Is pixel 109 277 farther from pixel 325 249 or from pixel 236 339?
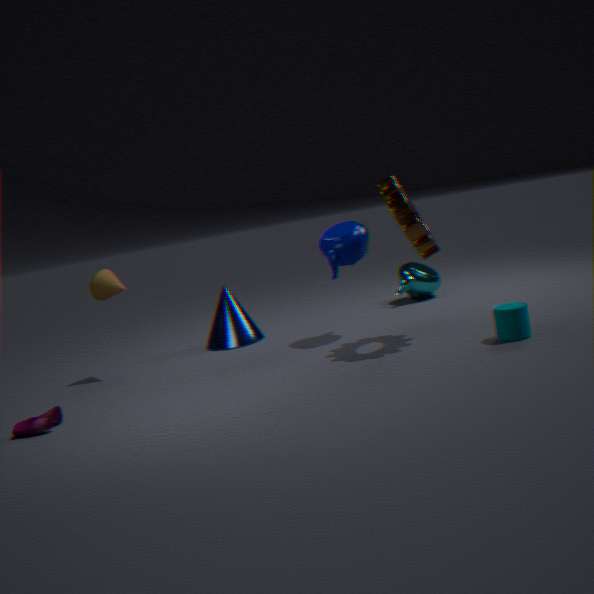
pixel 325 249
